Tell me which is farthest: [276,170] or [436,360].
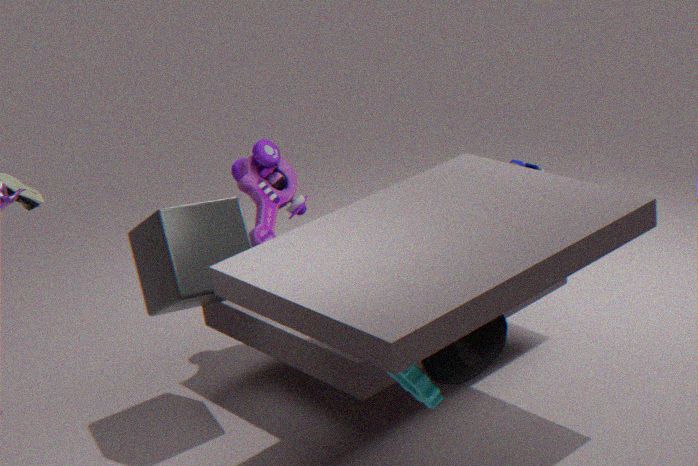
[276,170]
